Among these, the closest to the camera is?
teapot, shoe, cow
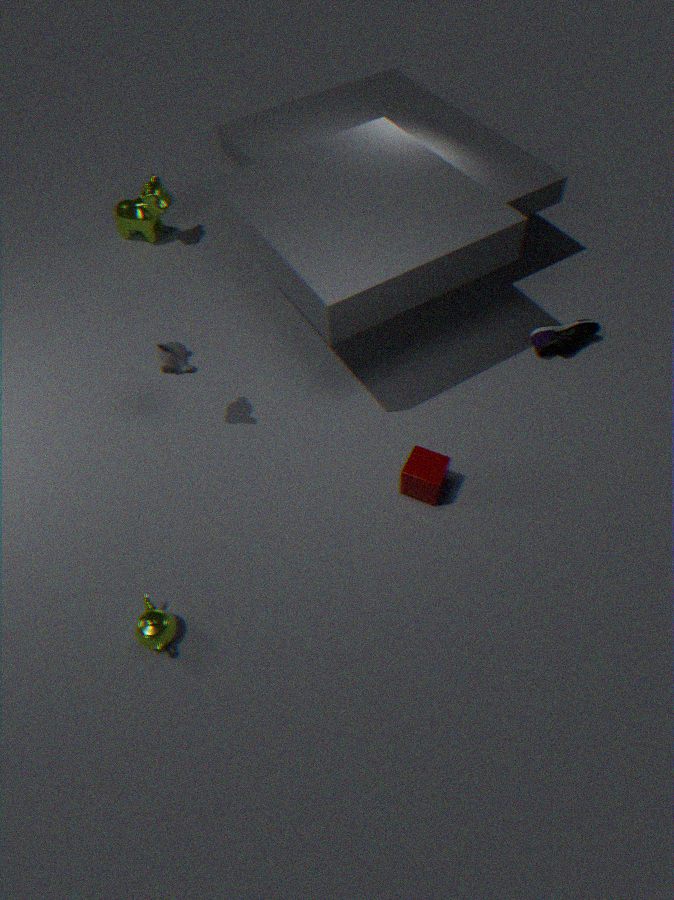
teapot
